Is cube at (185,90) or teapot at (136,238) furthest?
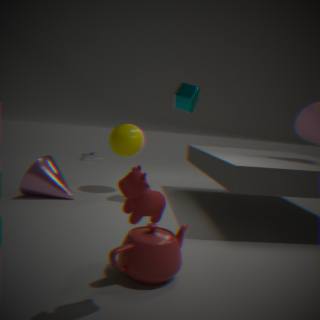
cube at (185,90)
